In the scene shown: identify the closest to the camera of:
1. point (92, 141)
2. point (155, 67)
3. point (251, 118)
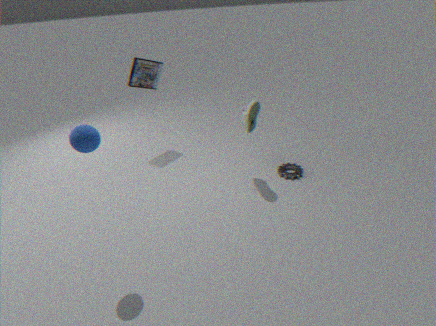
point (92, 141)
